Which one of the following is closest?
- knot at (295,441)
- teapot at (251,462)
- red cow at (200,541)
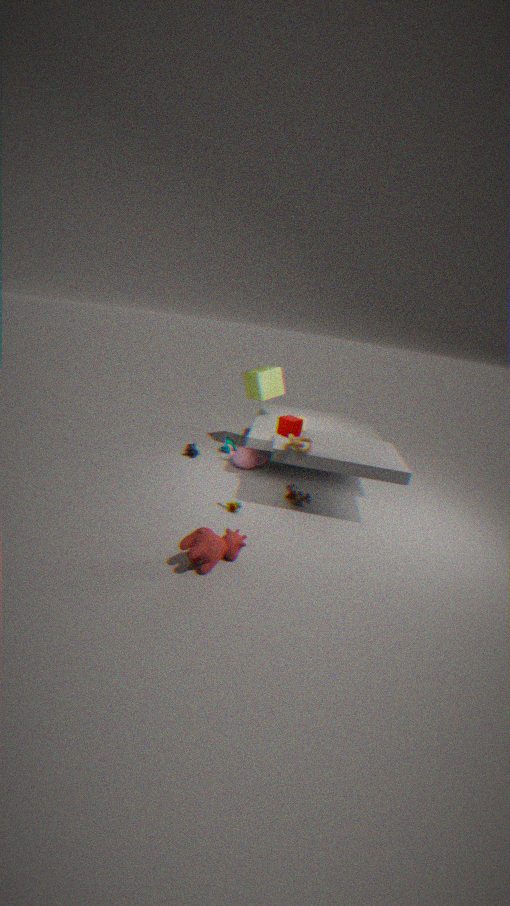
red cow at (200,541)
